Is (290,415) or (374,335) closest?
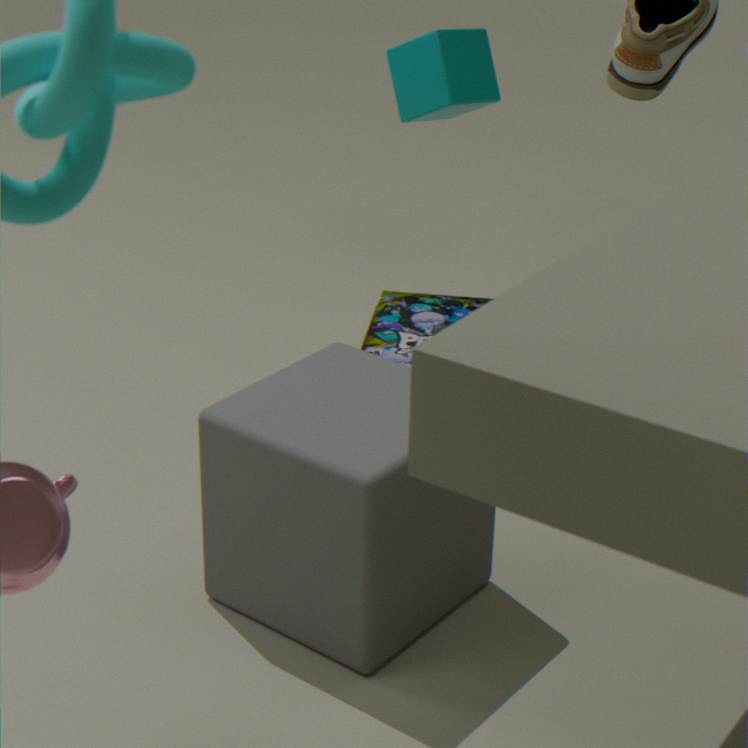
(290,415)
